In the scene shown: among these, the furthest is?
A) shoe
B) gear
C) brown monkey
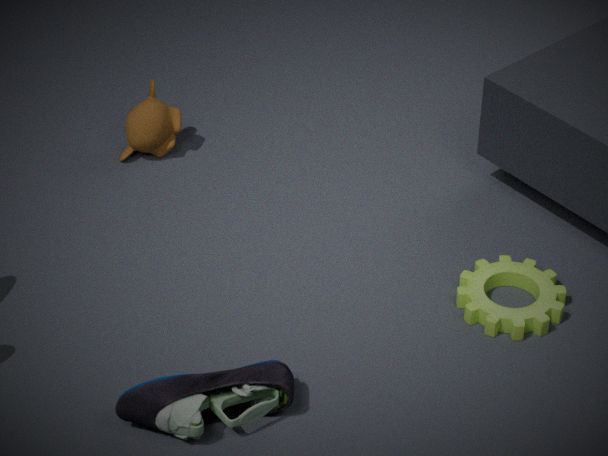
brown monkey
